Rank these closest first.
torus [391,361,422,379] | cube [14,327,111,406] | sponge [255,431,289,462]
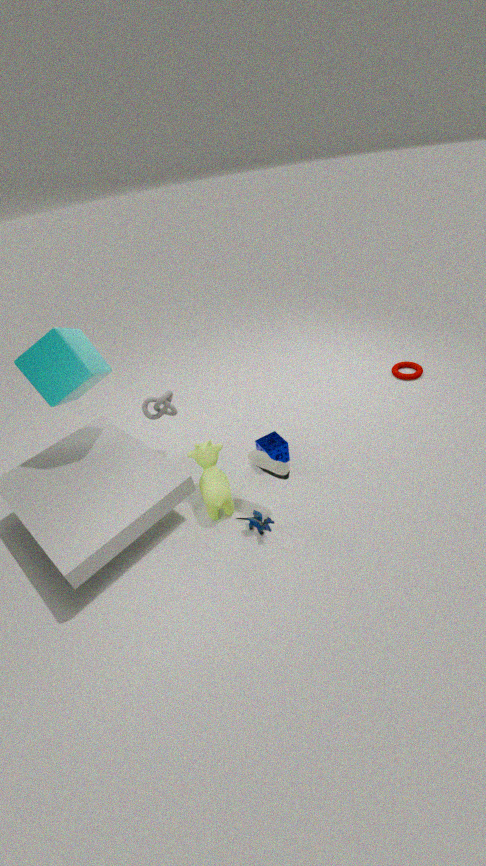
cube [14,327,111,406] → sponge [255,431,289,462] → torus [391,361,422,379]
